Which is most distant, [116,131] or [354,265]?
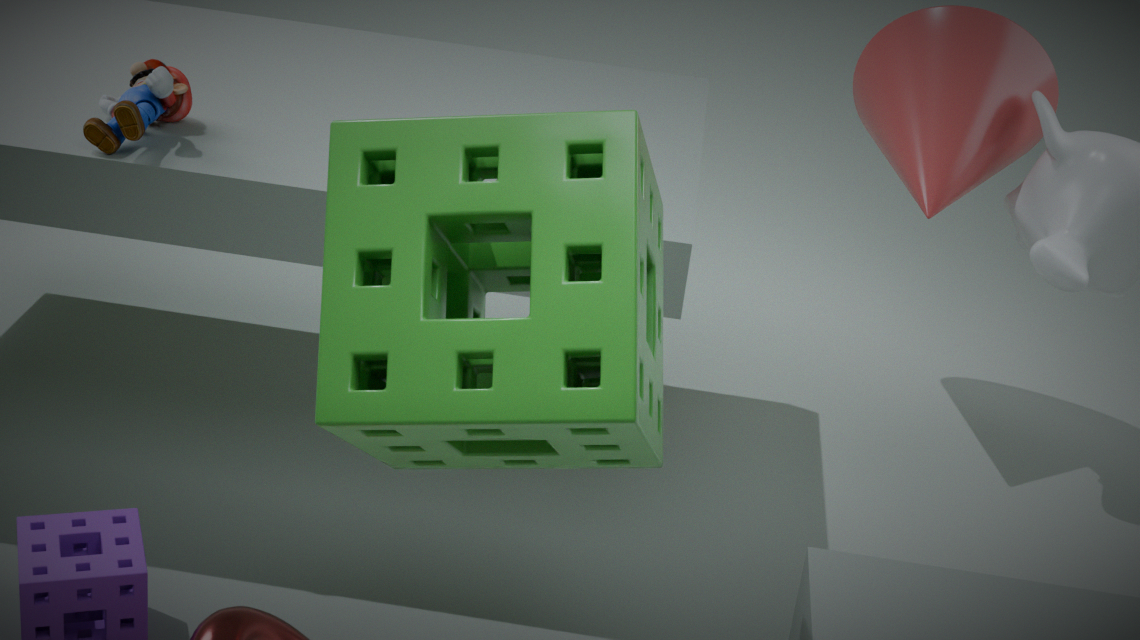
[116,131]
